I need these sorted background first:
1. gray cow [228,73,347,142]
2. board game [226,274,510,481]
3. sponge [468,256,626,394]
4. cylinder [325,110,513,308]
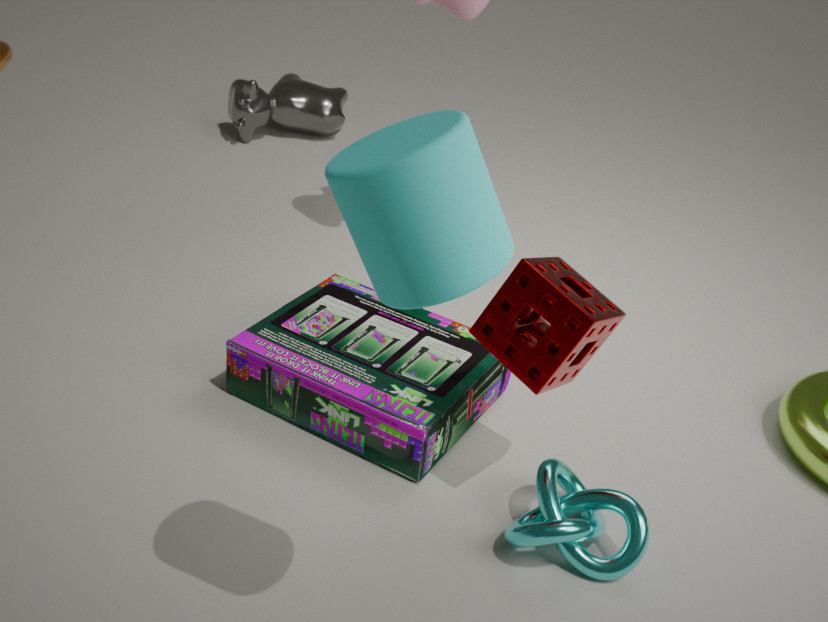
gray cow [228,73,347,142]
board game [226,274,510,481]
sponge [468,256,626,394]
cylinder [325,110,513,308]
